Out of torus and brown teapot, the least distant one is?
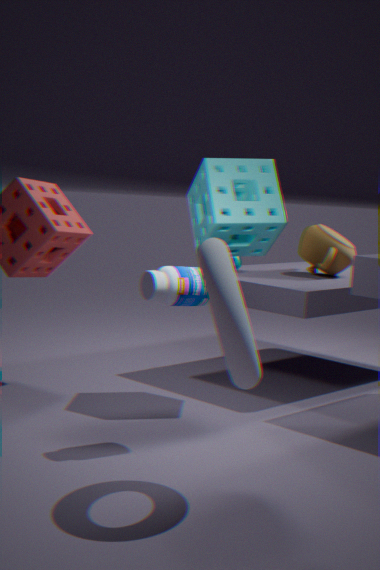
torus
